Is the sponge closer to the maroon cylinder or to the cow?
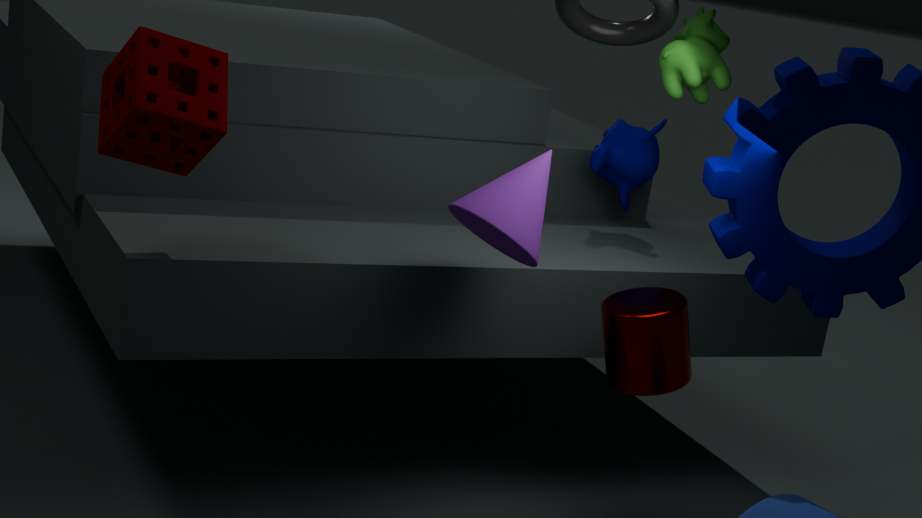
the maroon cylinder
